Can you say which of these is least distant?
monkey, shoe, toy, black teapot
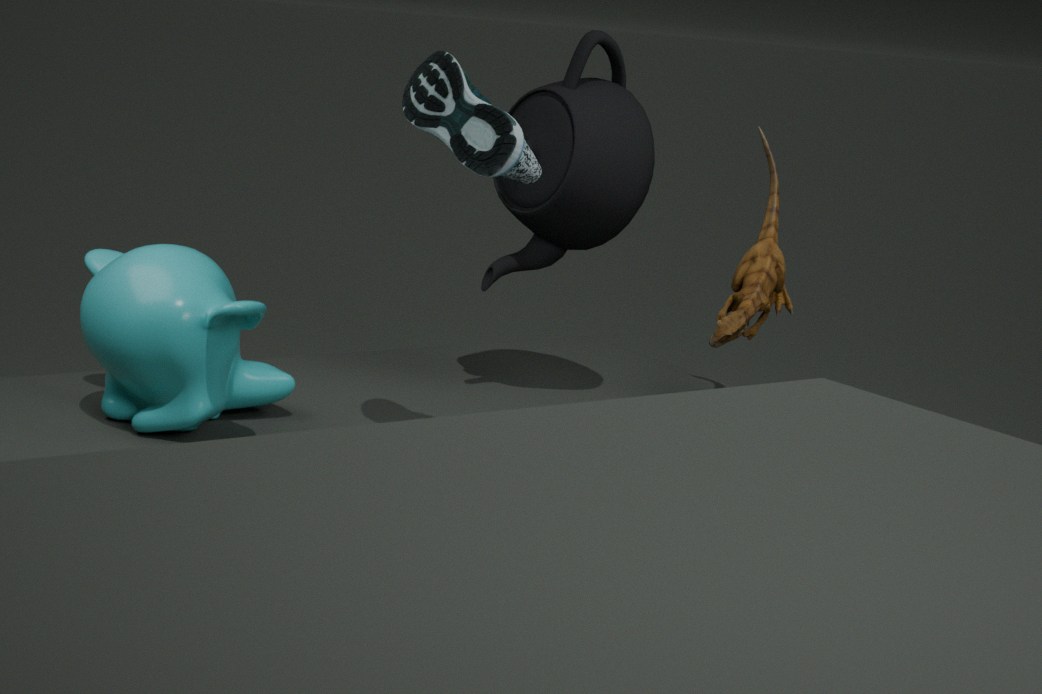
shoe
